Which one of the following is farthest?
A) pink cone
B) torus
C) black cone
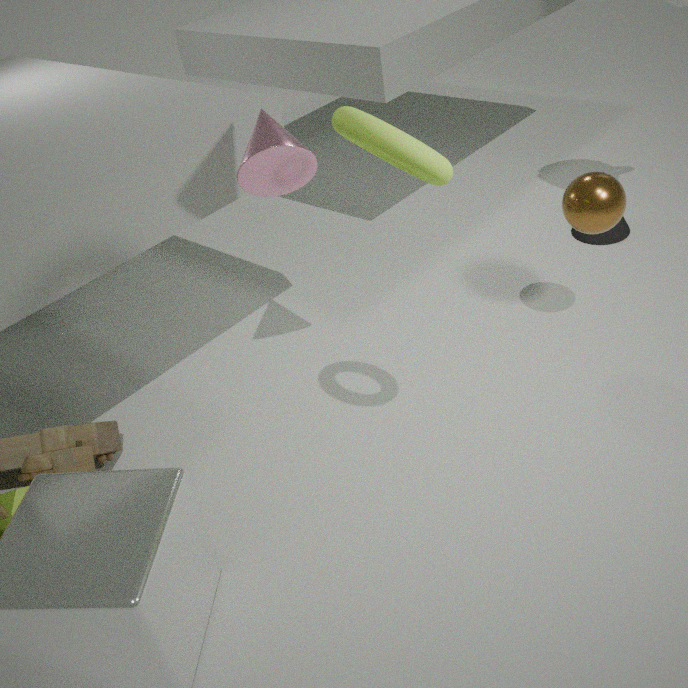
black cone
